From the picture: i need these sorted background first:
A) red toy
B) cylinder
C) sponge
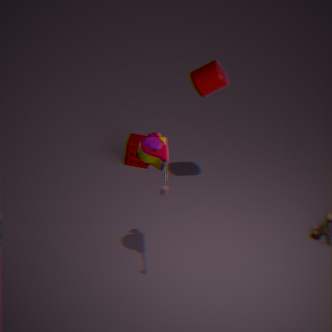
sponge
cylinder
red toy
